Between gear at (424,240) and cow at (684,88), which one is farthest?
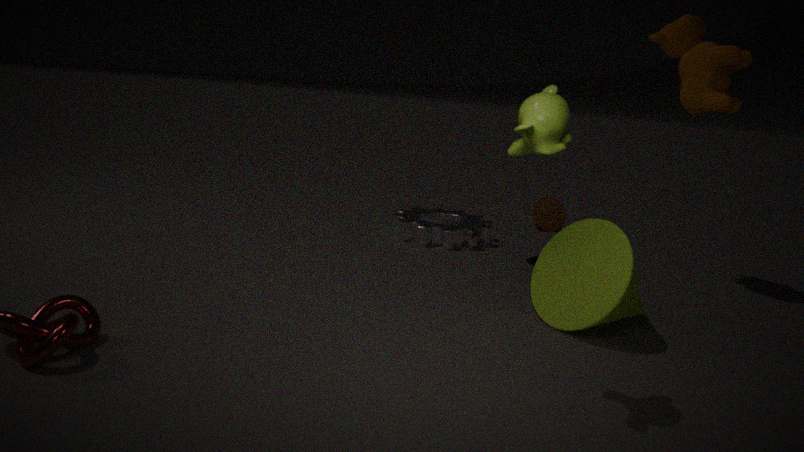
gear at (424,240)
